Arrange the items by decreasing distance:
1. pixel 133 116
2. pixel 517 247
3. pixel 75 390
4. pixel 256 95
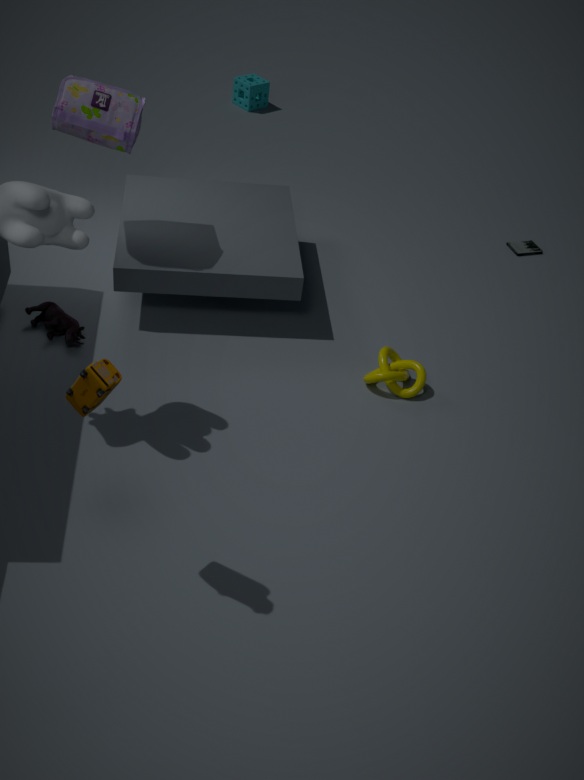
pixel 256 95 < pixel 517 247 < pixel 133 116 < pixel 75 390
